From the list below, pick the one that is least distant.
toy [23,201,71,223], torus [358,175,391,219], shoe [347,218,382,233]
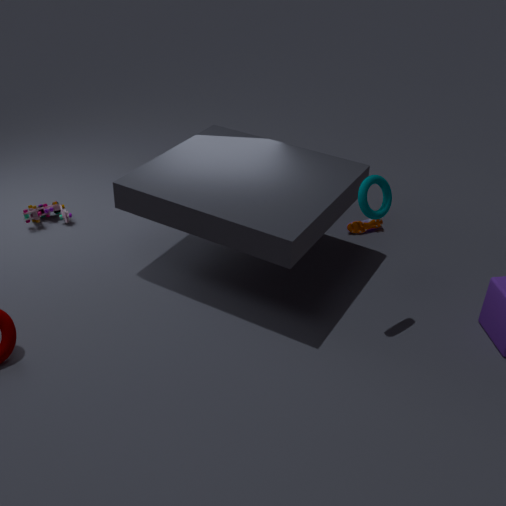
torus [358,175,391,219]
